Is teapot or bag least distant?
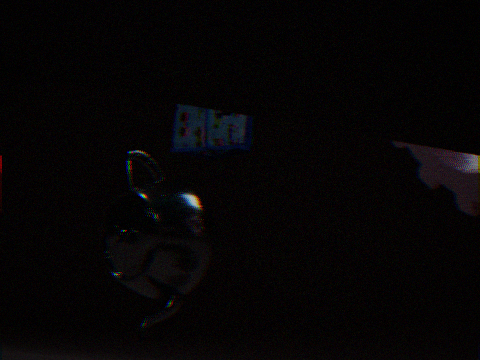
bag
